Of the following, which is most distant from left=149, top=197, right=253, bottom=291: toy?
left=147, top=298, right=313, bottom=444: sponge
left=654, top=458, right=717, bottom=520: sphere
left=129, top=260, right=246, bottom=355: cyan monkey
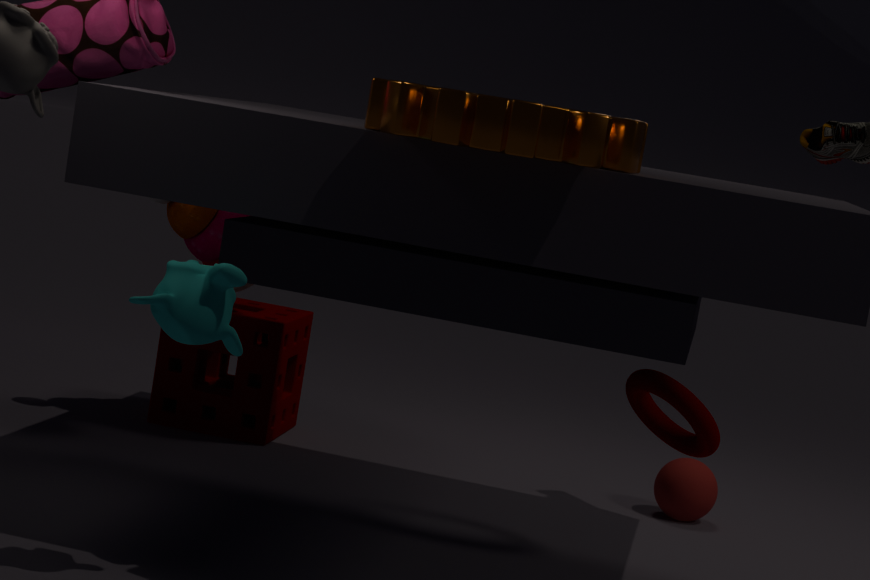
left=129, top=260, right=246, bottom=355: cyan monkey
